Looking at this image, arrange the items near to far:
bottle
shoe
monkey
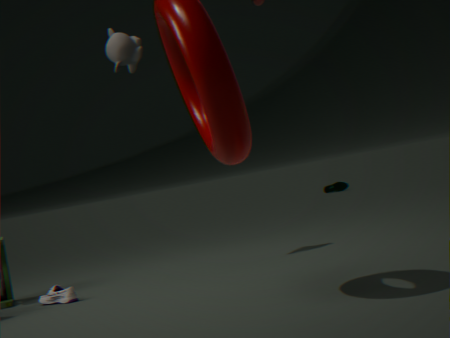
bottle, monkey, shoe
